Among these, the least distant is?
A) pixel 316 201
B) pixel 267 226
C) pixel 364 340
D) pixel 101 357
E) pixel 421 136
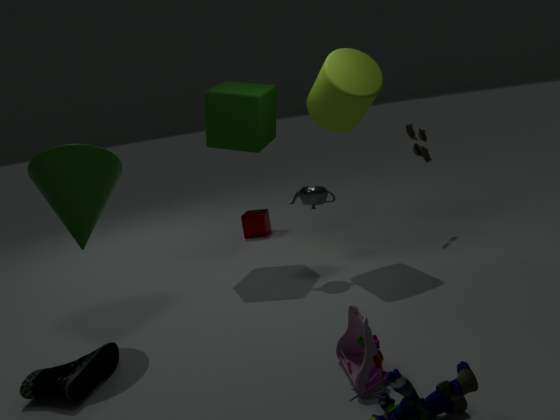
pixel 364 340
